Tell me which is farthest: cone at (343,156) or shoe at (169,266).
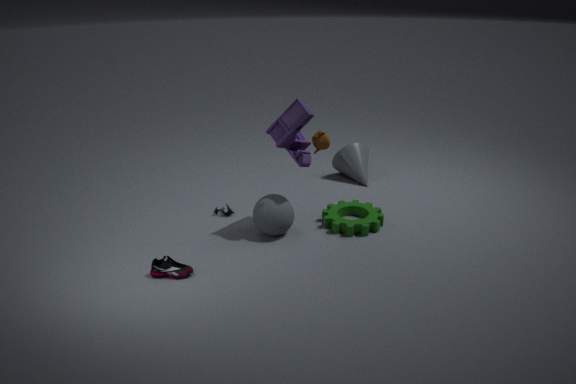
cone at (343,156)
